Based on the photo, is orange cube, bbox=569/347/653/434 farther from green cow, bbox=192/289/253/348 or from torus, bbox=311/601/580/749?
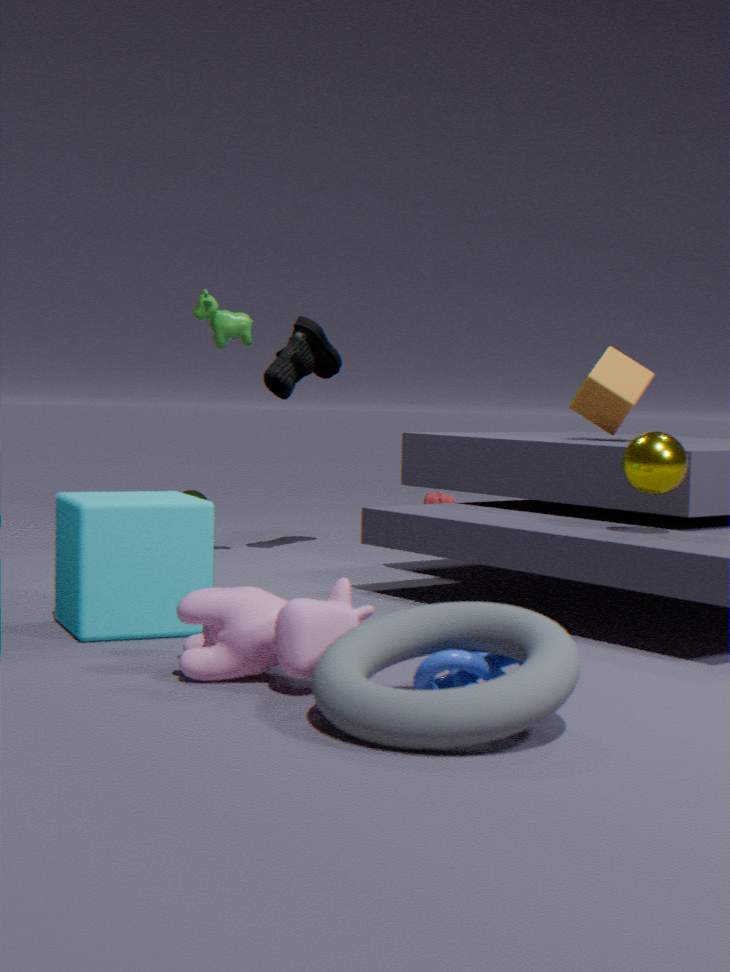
torus, bbox=311/601/580/749
